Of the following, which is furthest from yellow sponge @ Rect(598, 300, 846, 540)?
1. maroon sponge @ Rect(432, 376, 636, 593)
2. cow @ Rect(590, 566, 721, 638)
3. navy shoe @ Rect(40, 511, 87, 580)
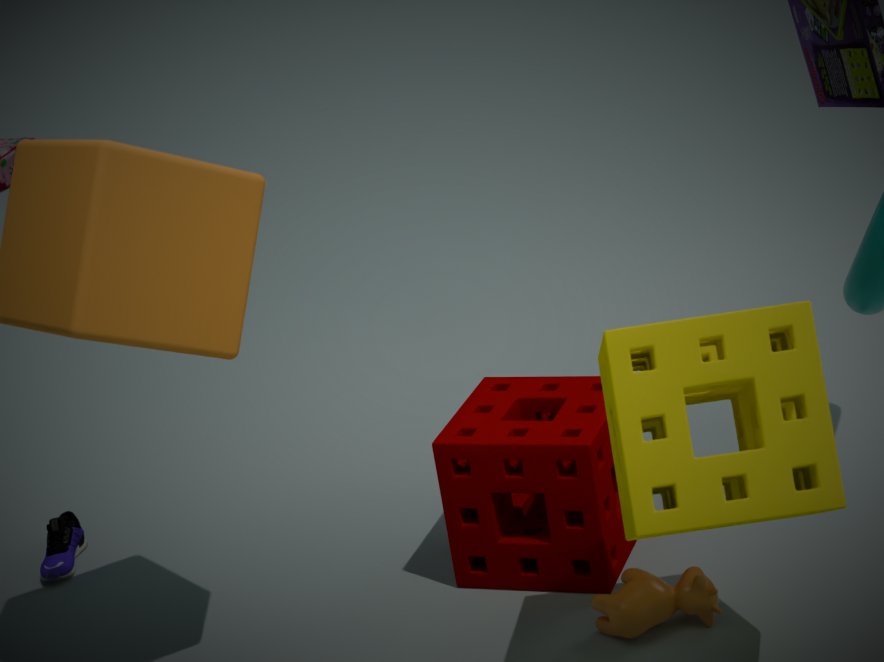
navy shoe @ Rect(40, 511, 87, 580)
